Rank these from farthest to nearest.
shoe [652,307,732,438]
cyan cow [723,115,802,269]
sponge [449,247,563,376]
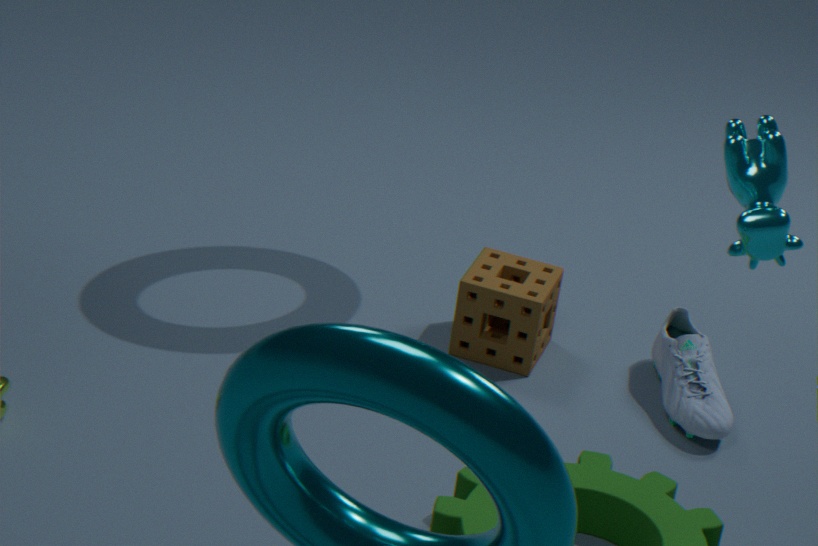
sponge [449,247,563,376] < shoe [652,307,732,438] < cyan cow [723,115,802,269]
